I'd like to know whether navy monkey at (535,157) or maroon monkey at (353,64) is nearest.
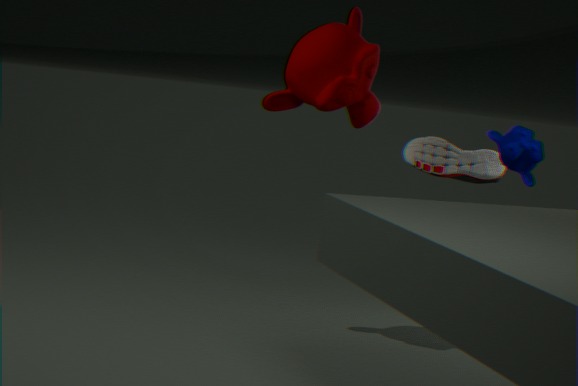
maroon monkey at (353,64)
